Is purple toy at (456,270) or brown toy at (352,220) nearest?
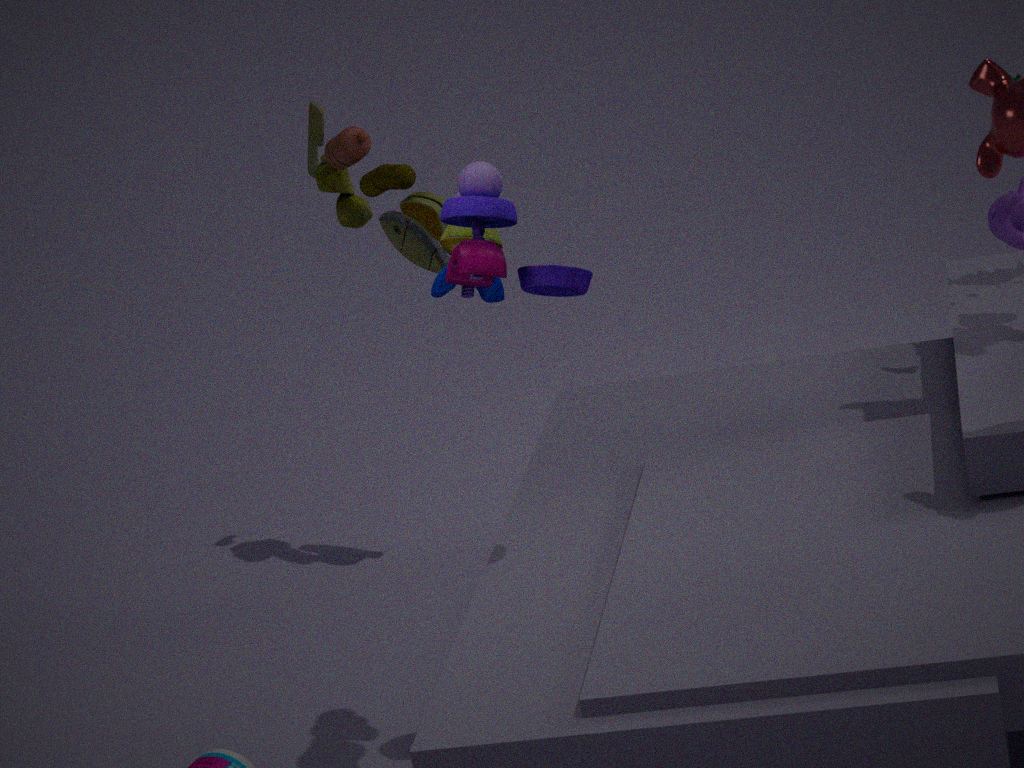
purple toy at (456,270)
